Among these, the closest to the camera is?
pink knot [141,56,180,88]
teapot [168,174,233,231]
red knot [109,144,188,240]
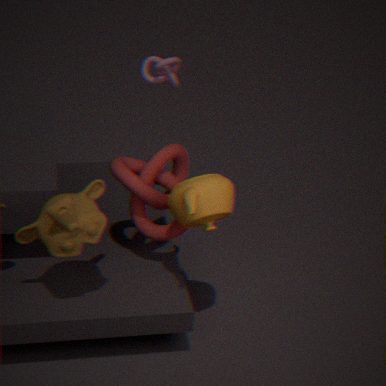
teapot [168,174,233,231]
